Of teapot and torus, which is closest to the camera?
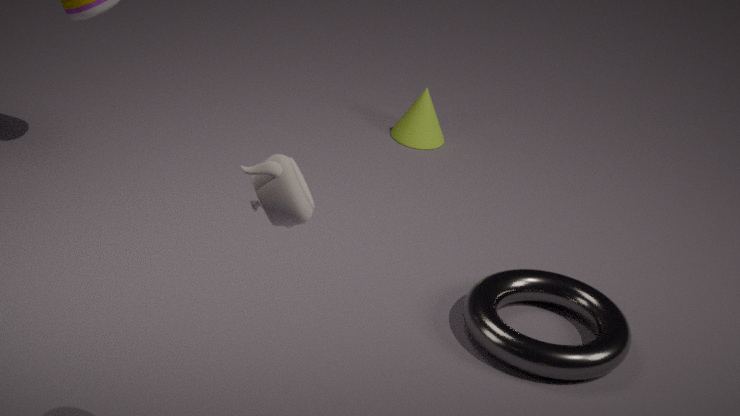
teapot
